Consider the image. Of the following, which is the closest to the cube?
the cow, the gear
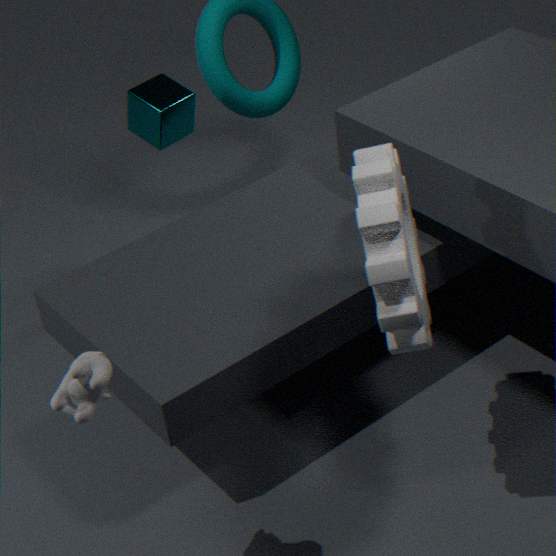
the gear
